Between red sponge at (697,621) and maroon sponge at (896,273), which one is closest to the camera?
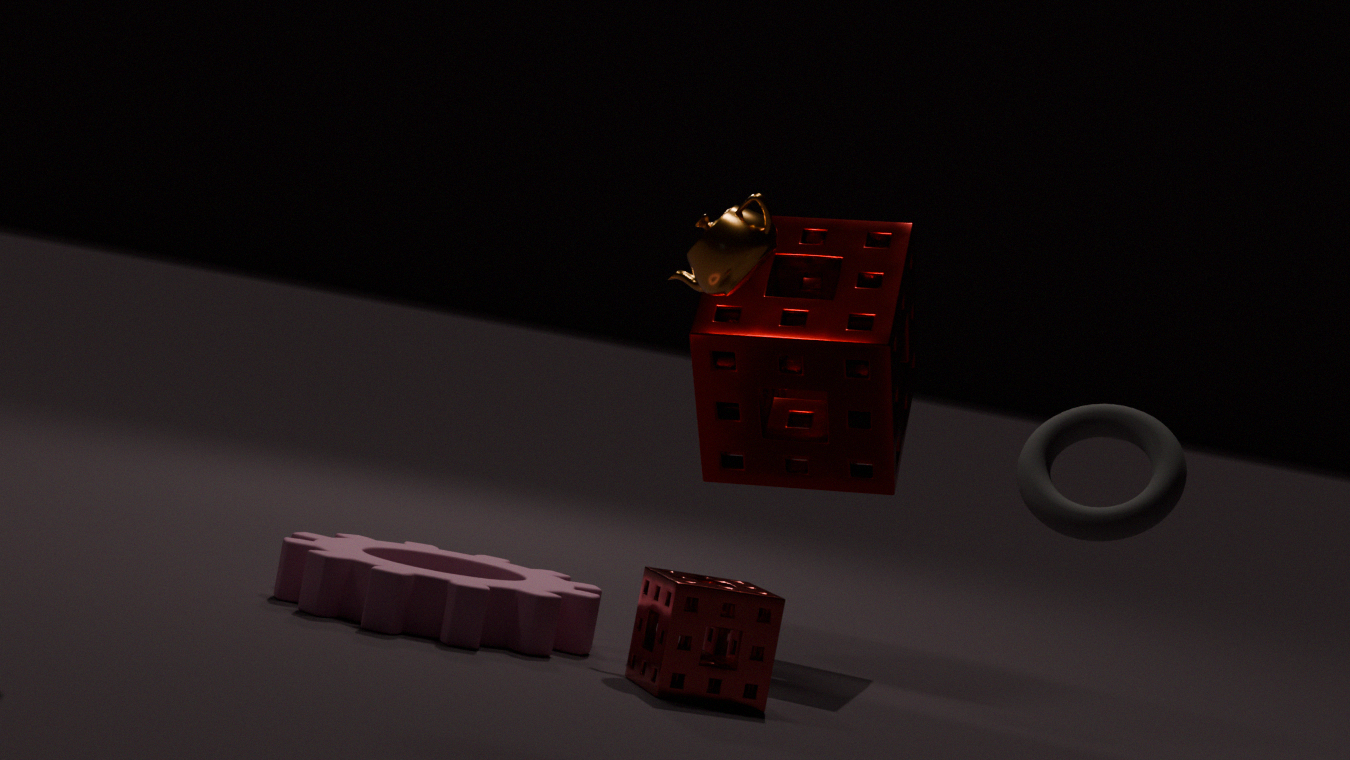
red sponge at (697,621)
